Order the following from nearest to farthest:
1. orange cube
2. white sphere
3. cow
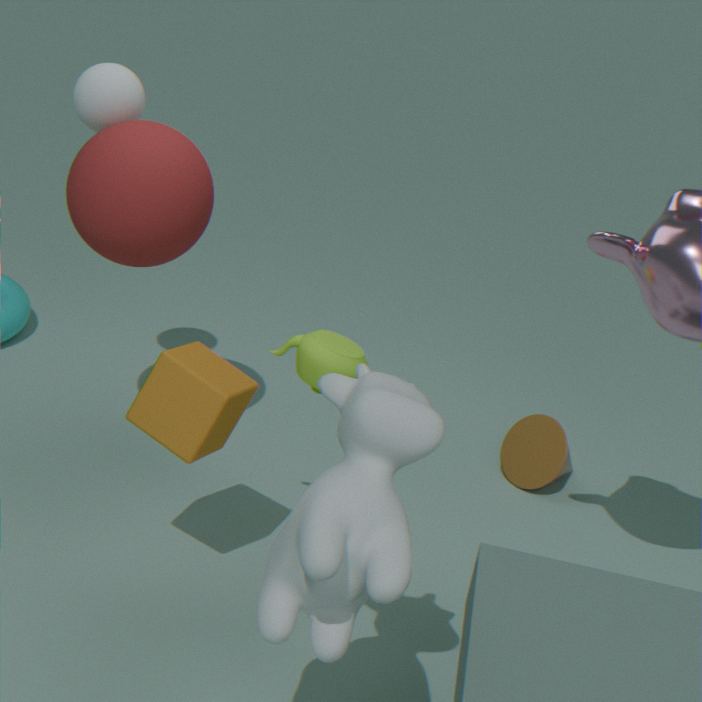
cow < orange cube < white sphere
